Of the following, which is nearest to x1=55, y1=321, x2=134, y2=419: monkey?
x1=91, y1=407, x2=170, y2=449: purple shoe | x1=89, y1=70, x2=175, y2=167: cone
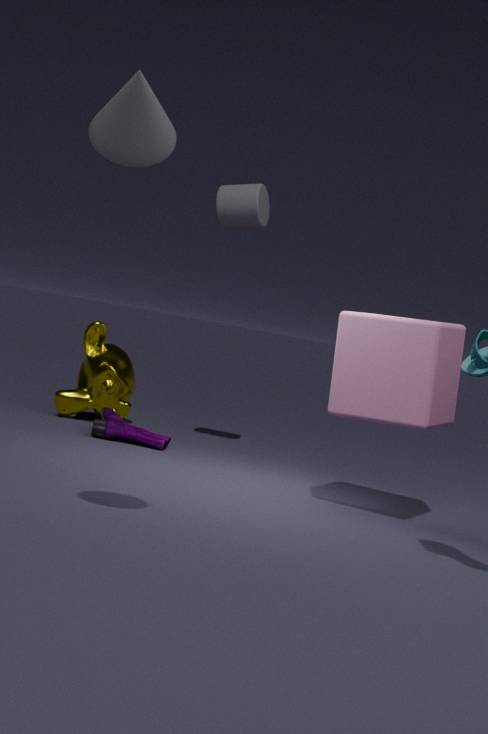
x1=91, y1=407, x2=170, y2=449: purple shoe
